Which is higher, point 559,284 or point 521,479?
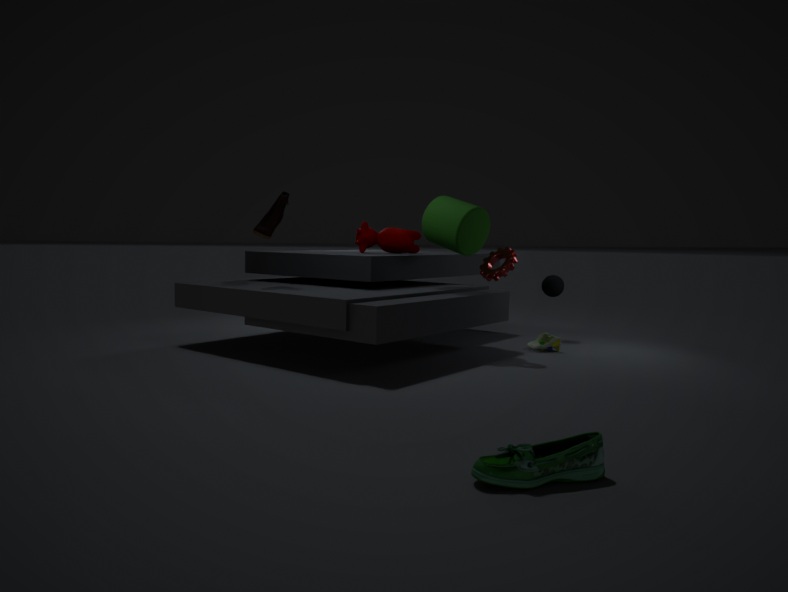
point 559,284
